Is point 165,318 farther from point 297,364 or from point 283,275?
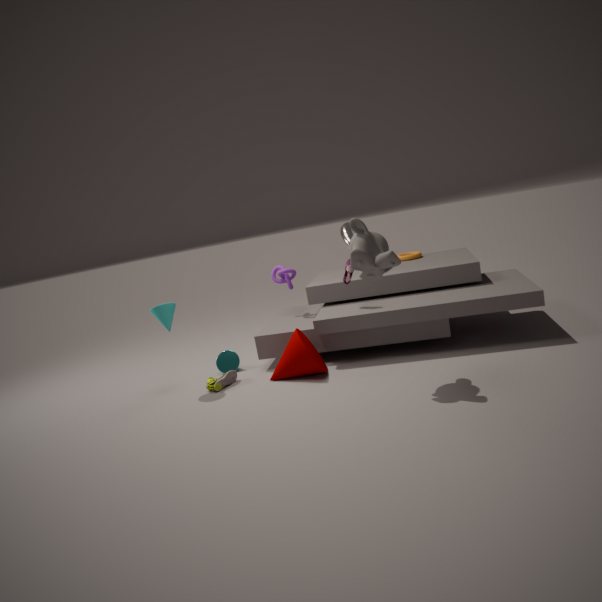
point 283,275
